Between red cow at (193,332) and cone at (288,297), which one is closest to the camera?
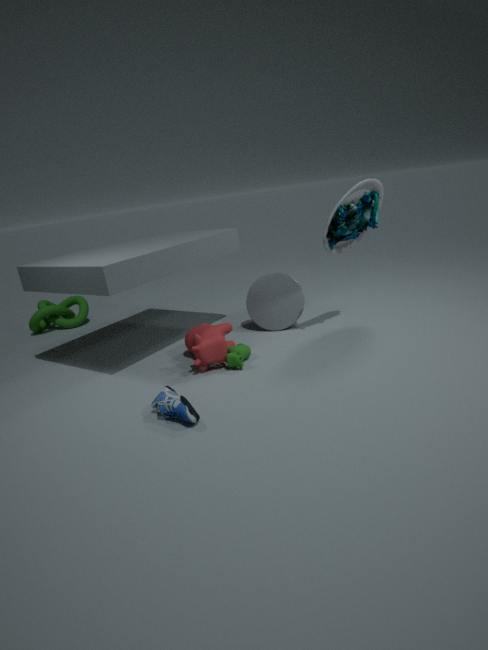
red cow at (193,332)
